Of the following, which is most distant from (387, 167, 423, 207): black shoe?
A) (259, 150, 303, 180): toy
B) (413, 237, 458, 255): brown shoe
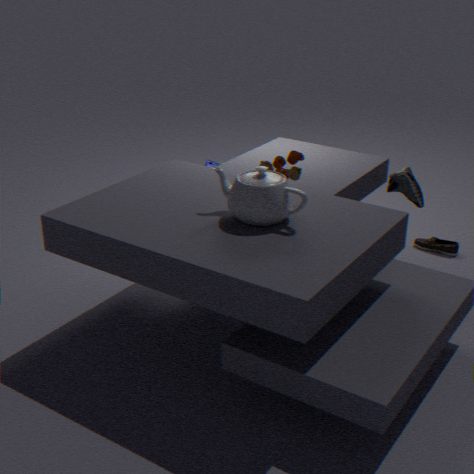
(259, 150, 303, 180): toy
